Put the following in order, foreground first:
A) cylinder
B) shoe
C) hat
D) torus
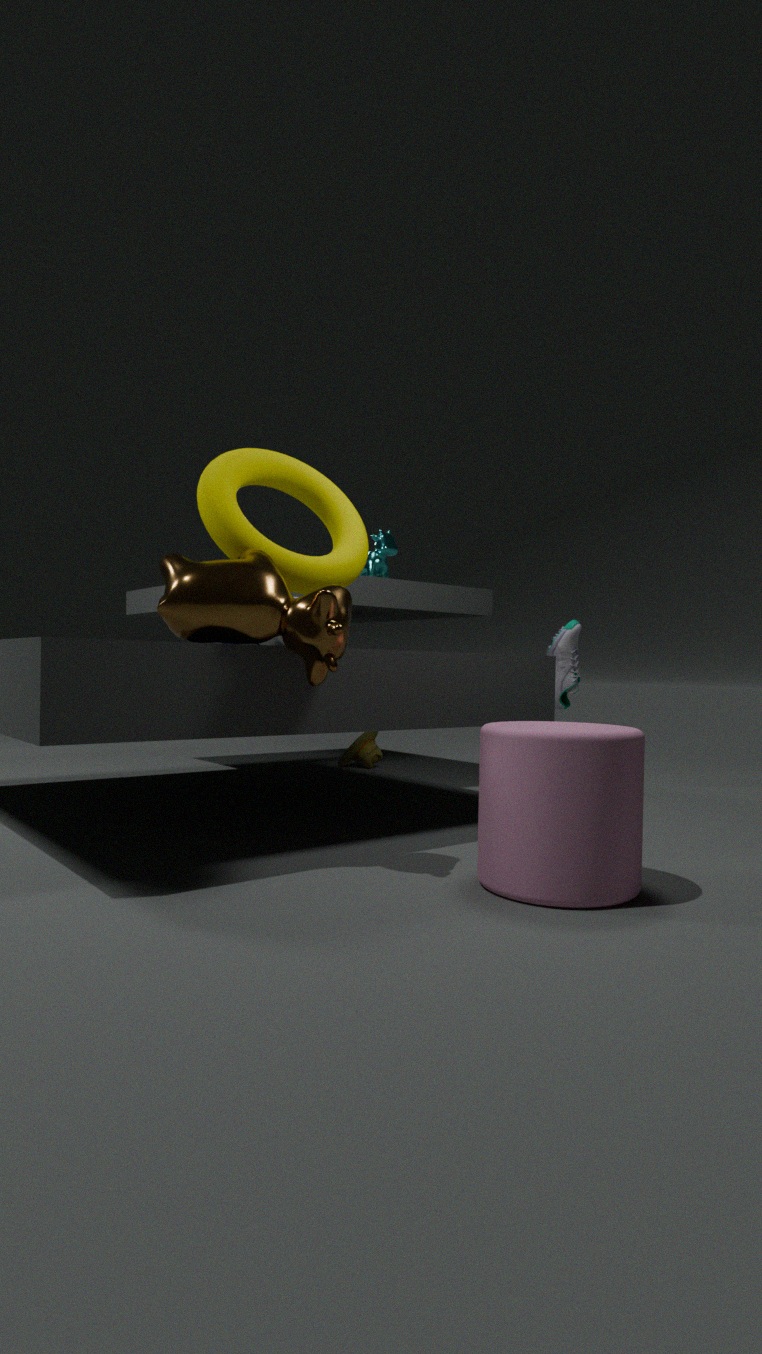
1. cylinder
2. torus
3. shoe
4. hat
